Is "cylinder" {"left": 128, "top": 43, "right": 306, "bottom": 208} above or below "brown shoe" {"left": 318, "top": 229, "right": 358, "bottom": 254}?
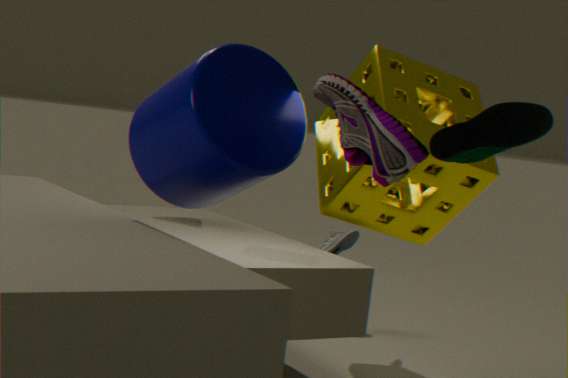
above
